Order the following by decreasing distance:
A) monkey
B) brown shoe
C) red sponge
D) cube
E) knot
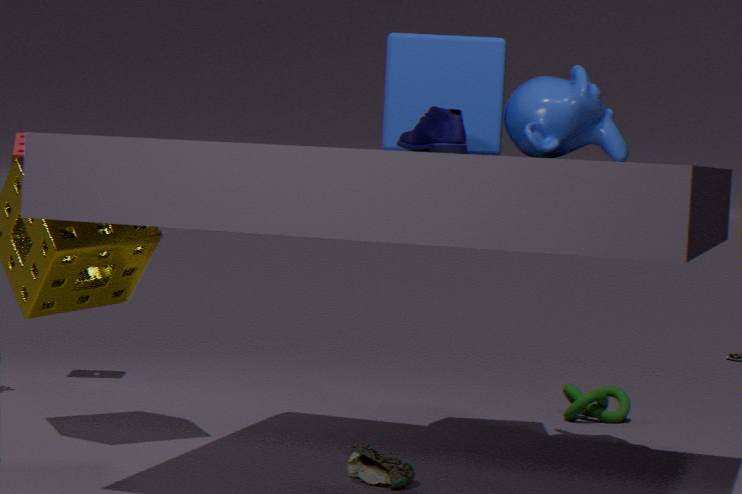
1. red sponge
2. knot
3. cube
4. monkey
5. brown shoe
